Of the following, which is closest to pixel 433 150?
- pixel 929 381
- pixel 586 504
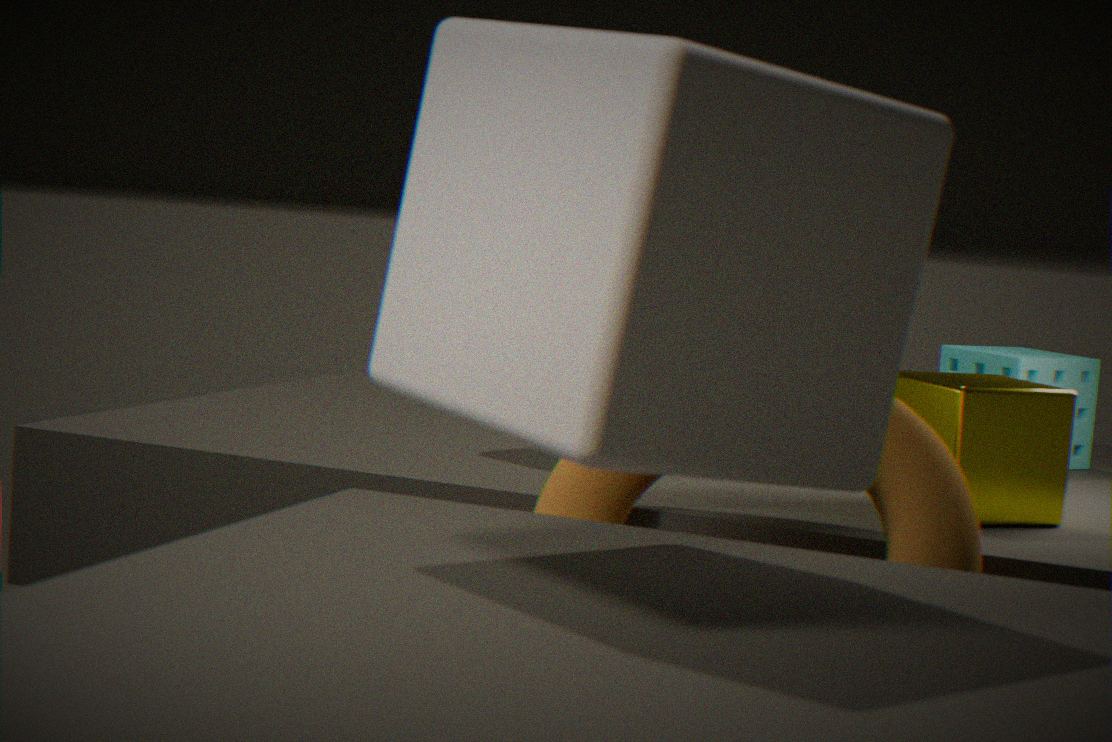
pixel 586 504
